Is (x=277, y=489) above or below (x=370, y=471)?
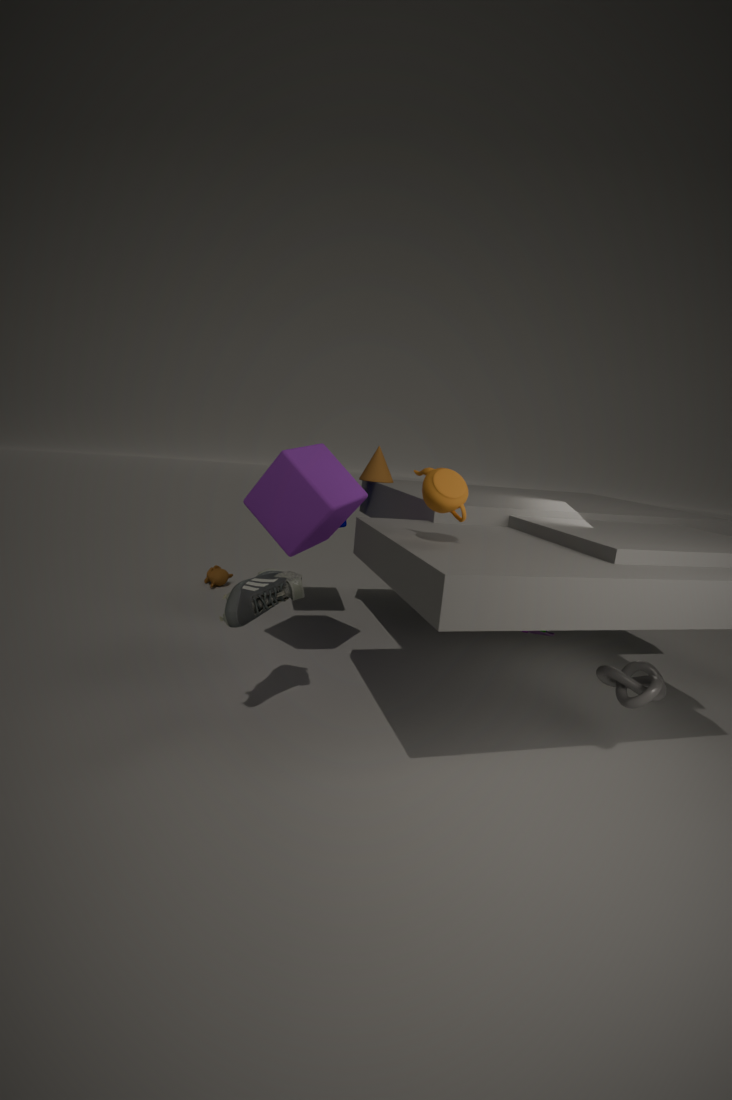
below
